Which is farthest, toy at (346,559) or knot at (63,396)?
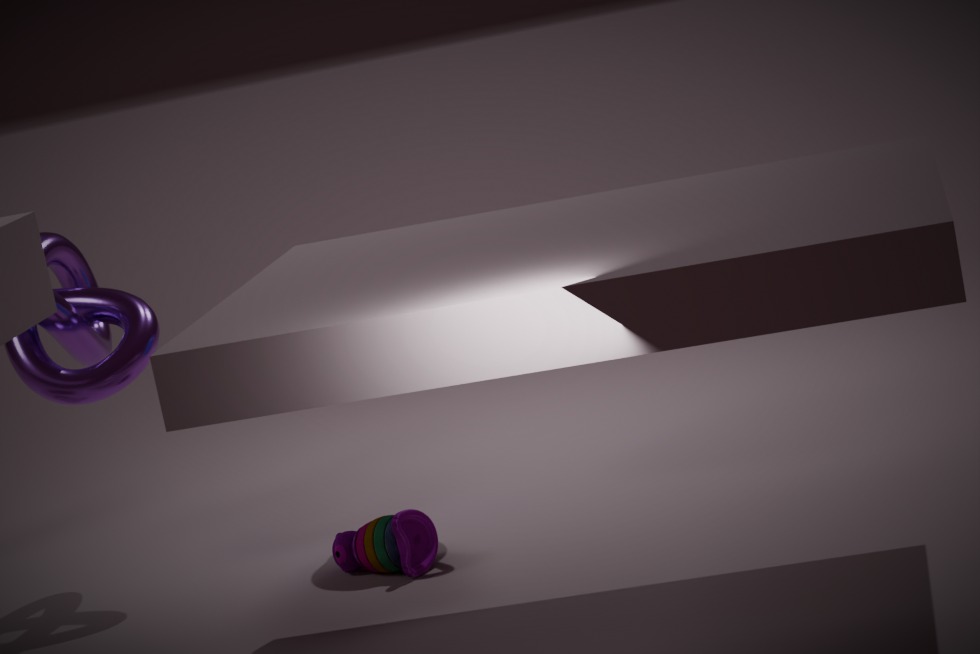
knot at (63,396)
